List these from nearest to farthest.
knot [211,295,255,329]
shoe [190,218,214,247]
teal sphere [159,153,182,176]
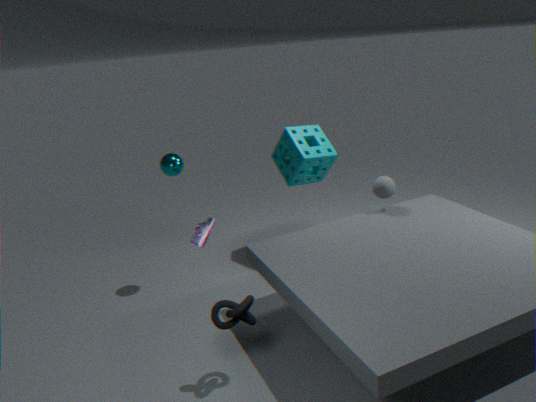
1. shoe [190,218,214,247]
2. knot [211,295,255,329]
3. teal sphere [159,153,182,176]
